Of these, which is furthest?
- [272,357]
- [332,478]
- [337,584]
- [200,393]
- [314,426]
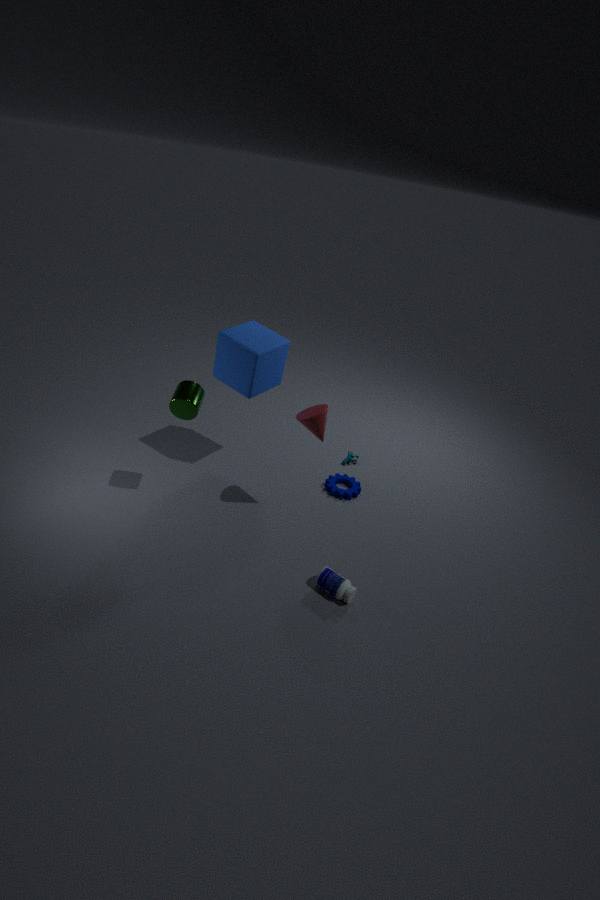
[332,478]
